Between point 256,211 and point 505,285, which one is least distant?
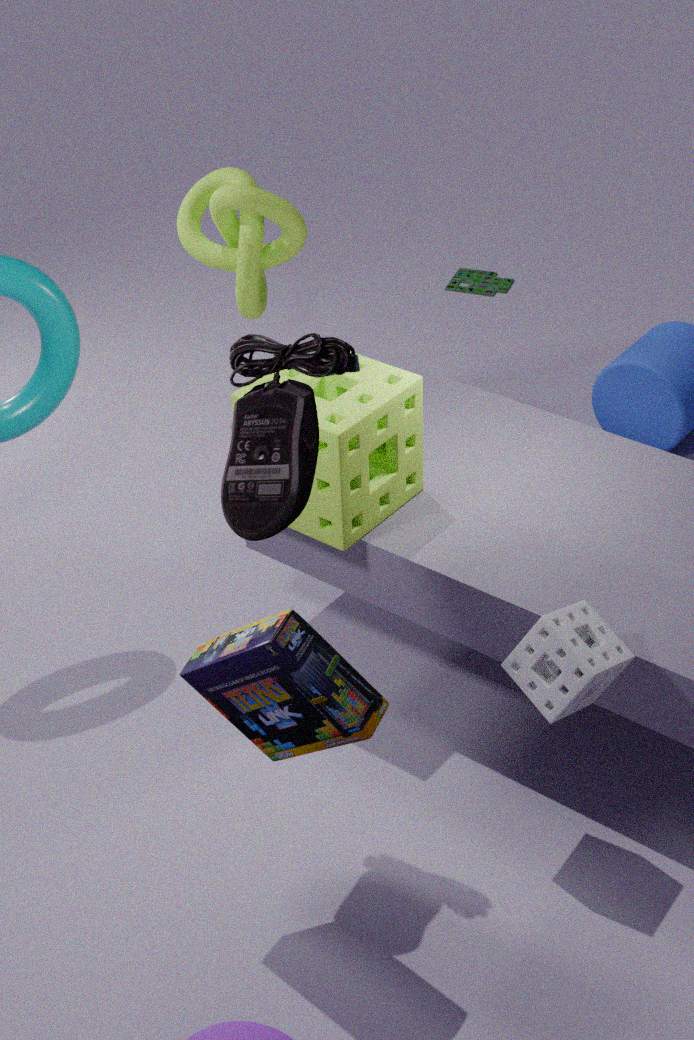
point 256,211
